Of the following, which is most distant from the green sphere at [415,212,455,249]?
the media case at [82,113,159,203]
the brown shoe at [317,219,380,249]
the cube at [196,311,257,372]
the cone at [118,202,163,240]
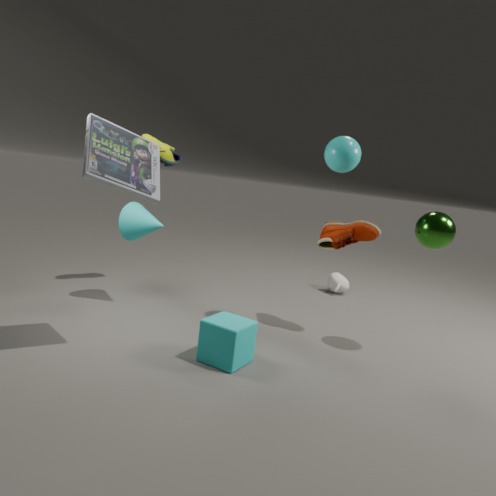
the cone at [118,202,163,240]
